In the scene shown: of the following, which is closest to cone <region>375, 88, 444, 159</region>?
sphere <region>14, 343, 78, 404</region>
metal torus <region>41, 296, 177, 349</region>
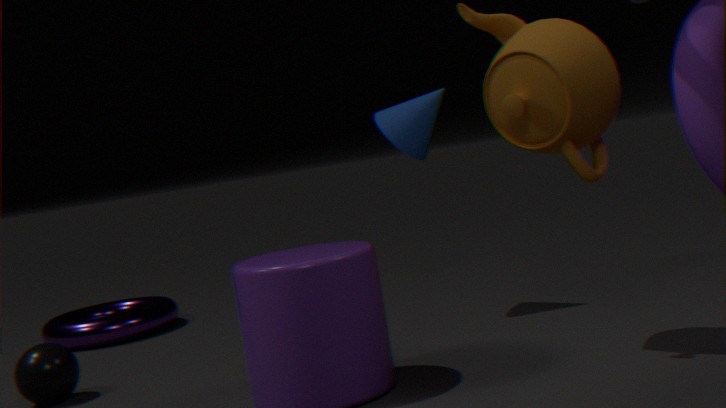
sphere <region>14, 343, 78, 404</region>
